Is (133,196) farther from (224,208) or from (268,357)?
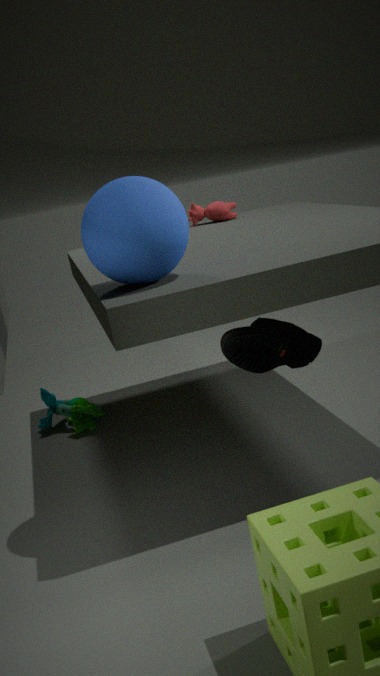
(224,208)
